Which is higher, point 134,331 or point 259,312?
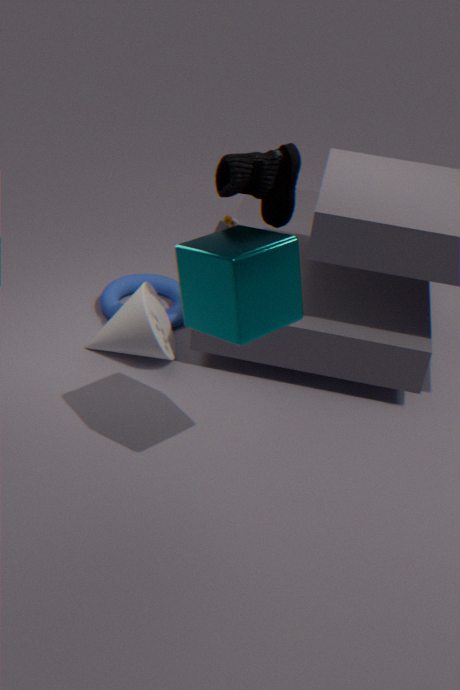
point 259,312
